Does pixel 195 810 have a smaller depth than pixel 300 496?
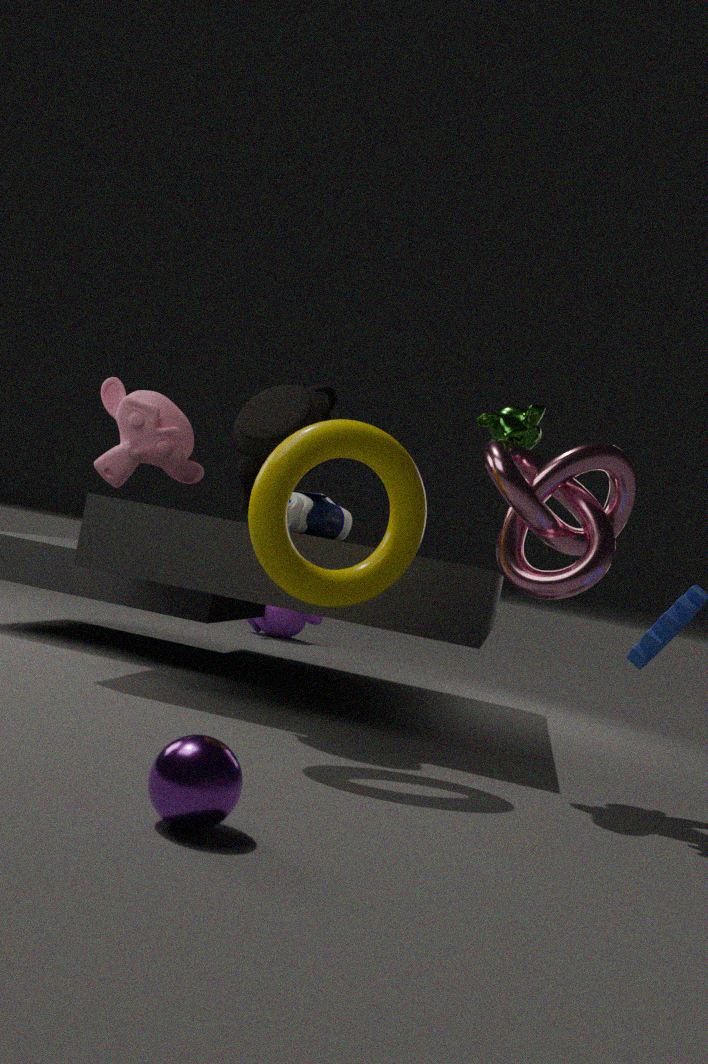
Yes
